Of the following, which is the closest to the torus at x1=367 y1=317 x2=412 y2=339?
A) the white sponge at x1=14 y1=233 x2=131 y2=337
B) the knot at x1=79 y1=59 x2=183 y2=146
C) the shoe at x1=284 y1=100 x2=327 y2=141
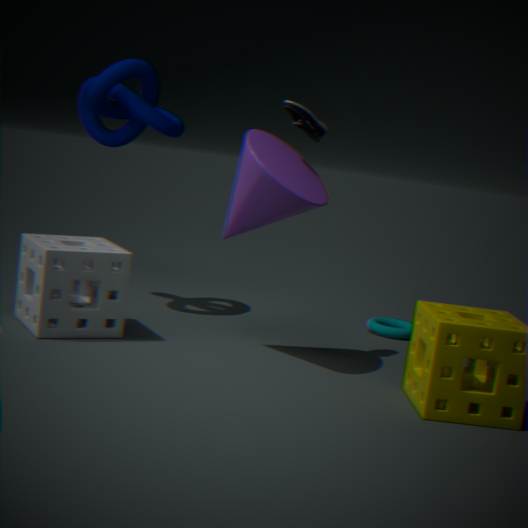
the shoe at x1=284 y1=100 x2=327 y2=141
